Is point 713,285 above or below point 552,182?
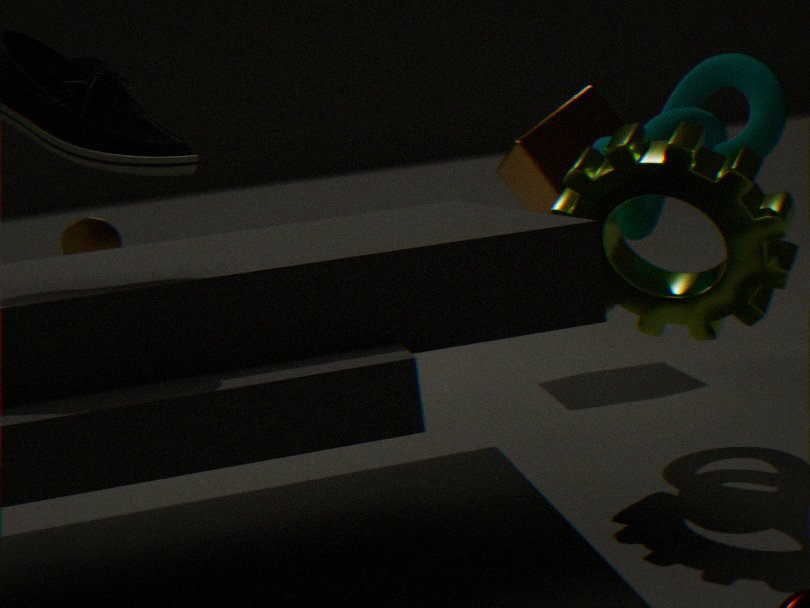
below
